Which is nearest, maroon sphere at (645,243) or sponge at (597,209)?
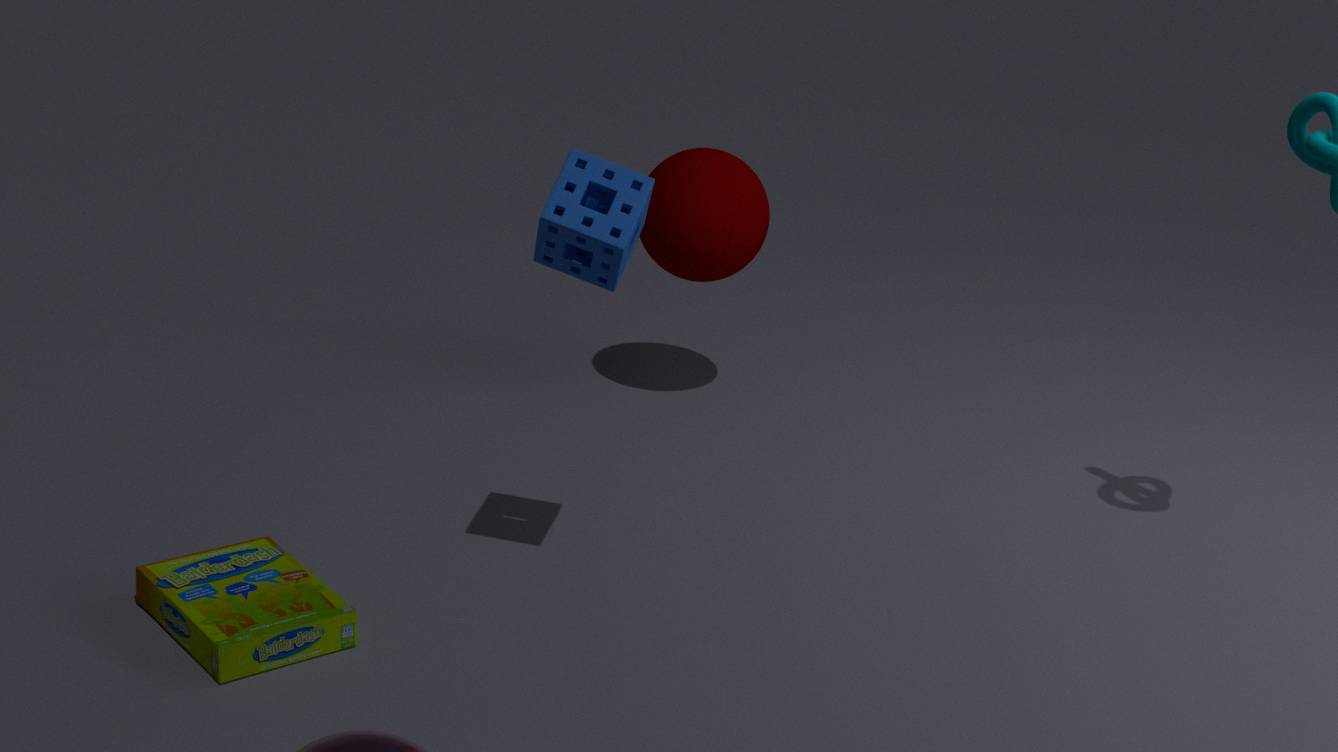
sponge at (597,209)
